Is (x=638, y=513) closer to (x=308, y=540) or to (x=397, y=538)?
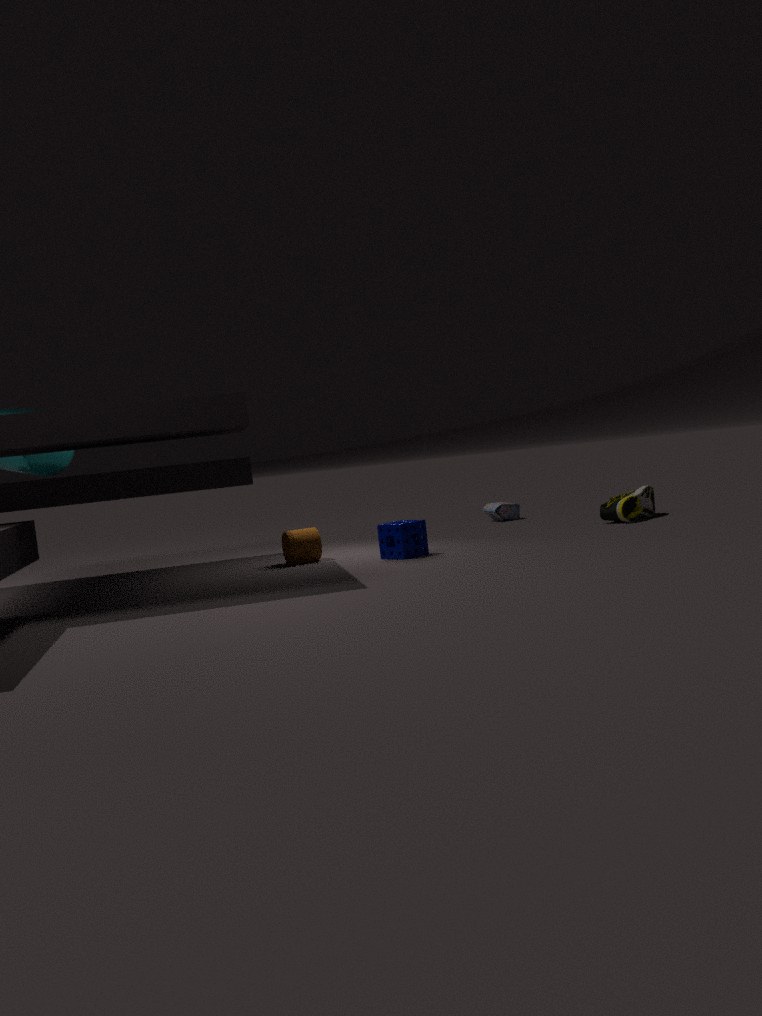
(x=397, y=538)
